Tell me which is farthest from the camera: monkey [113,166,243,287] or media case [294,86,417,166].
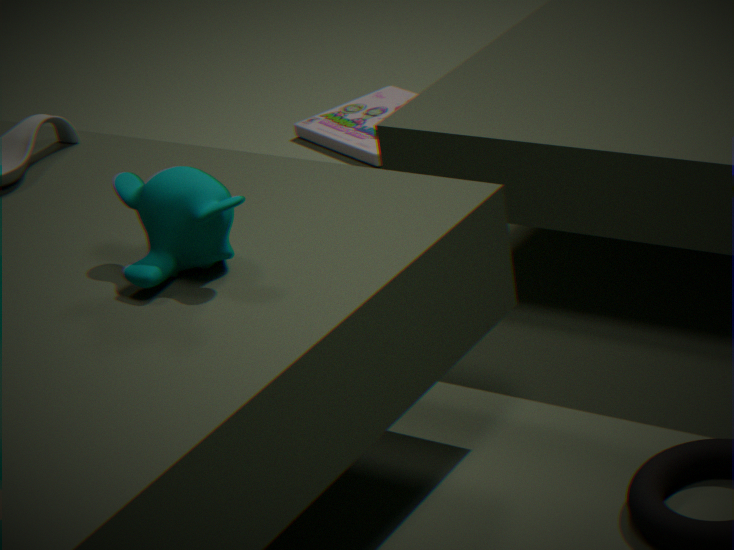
media case [294,86,417,166]
